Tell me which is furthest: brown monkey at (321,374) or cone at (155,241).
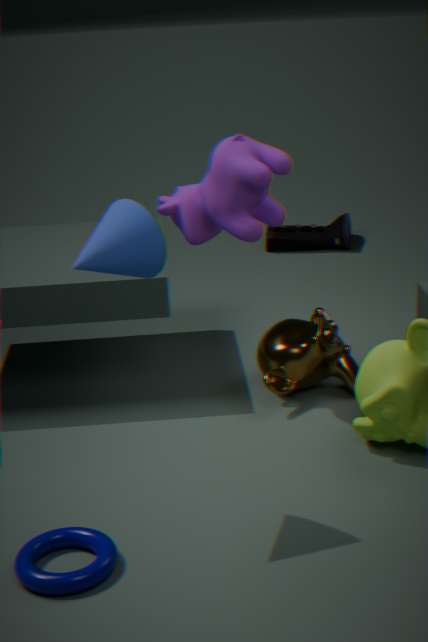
brown monkey at (321,374)
